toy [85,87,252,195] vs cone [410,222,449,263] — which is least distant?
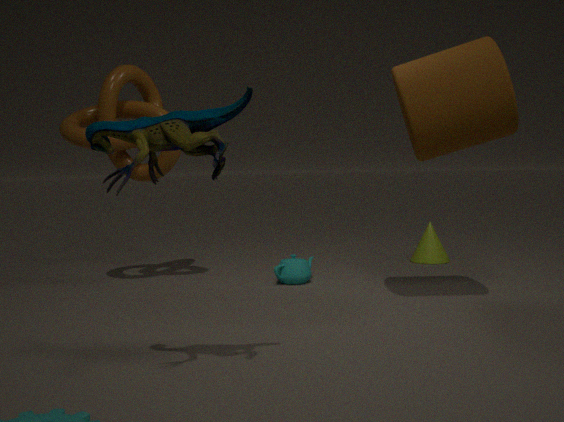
toy [85,87,252,195]
